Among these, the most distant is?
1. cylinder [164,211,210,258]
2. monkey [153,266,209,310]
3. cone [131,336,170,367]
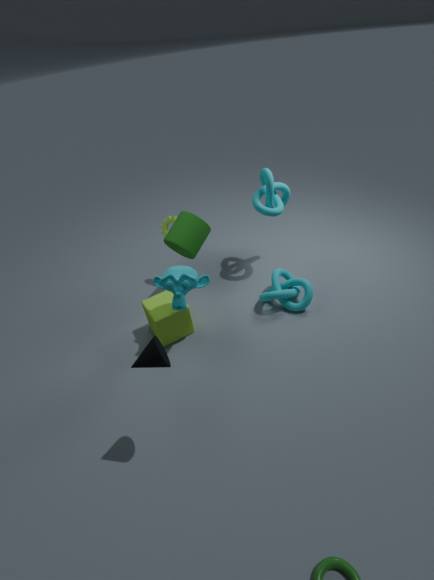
cylinder [164,211,210,258]
